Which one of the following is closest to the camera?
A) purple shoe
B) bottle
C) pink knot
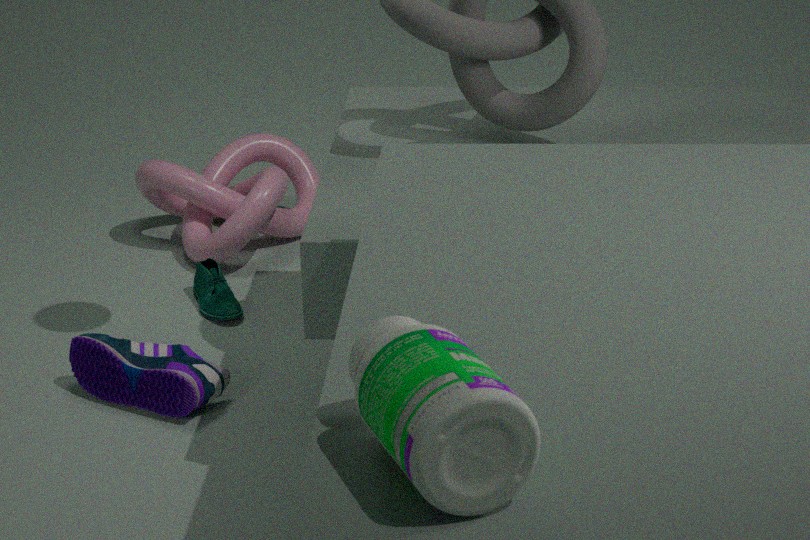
bottle
